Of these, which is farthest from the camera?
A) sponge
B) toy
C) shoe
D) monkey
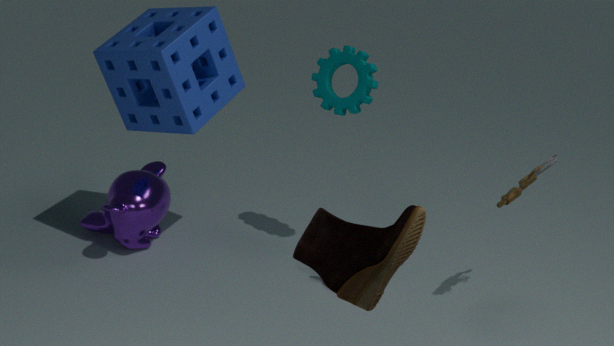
monkey
